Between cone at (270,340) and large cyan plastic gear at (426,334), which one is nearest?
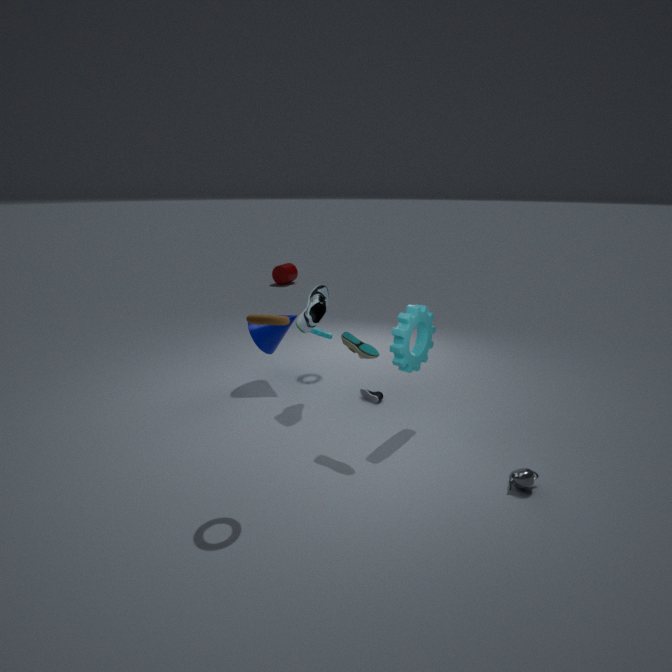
large cyan plastic gear at (426,334)
